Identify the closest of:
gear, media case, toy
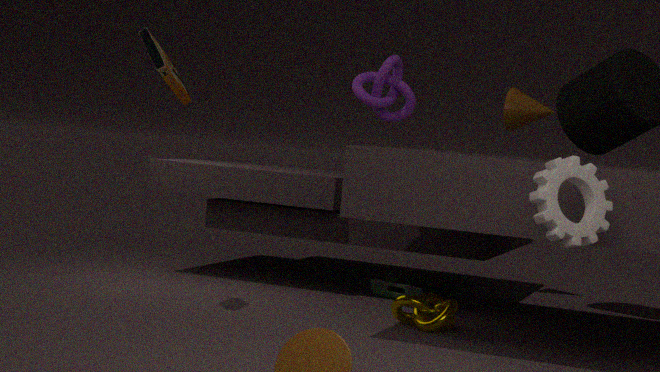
gear
